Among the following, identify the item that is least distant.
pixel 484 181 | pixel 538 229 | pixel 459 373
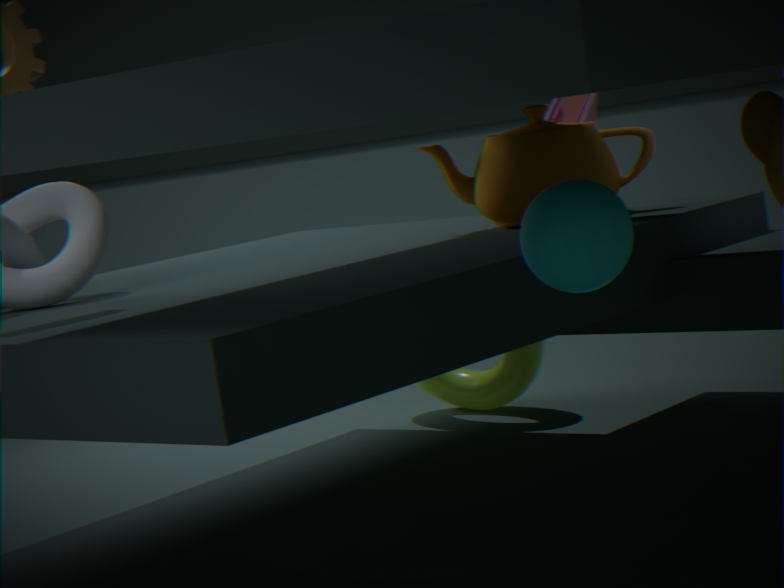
pixel 538 229
